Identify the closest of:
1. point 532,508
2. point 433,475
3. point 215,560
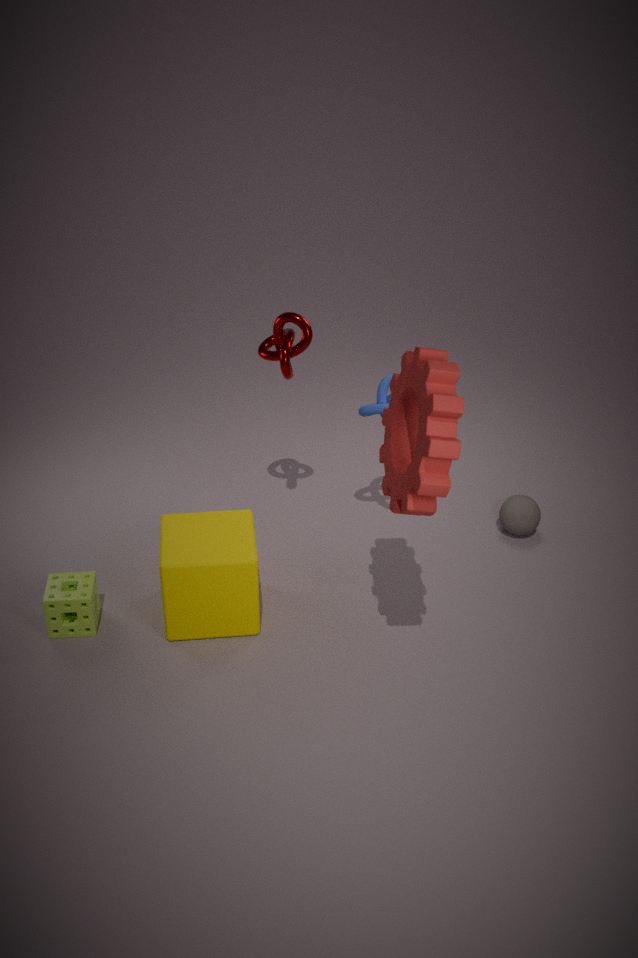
point 433,475
